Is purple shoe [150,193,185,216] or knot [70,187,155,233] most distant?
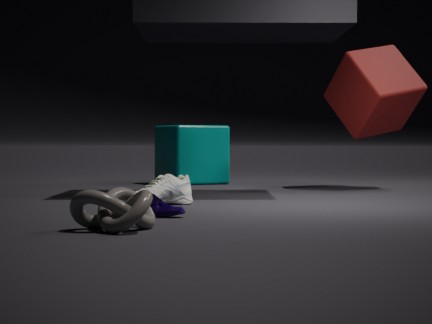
purple shoe [150,193,185,216]
